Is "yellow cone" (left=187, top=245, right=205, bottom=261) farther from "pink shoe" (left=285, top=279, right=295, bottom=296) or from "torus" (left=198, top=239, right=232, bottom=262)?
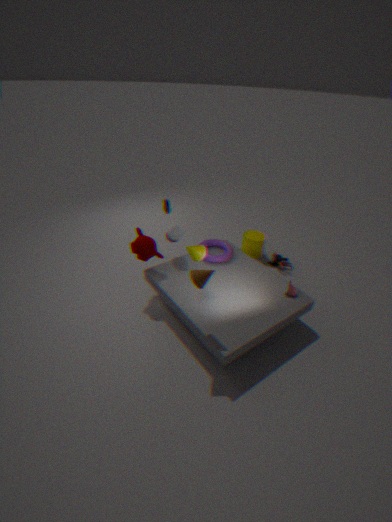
"pink shoe" (left=285, top=279, right=295, bottom=296)
